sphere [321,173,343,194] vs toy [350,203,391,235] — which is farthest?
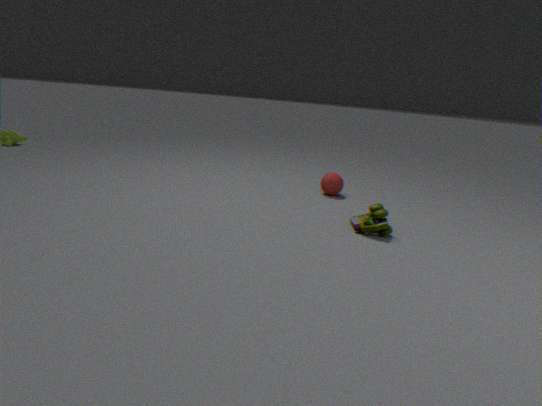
sphere [321,173,343,194]
